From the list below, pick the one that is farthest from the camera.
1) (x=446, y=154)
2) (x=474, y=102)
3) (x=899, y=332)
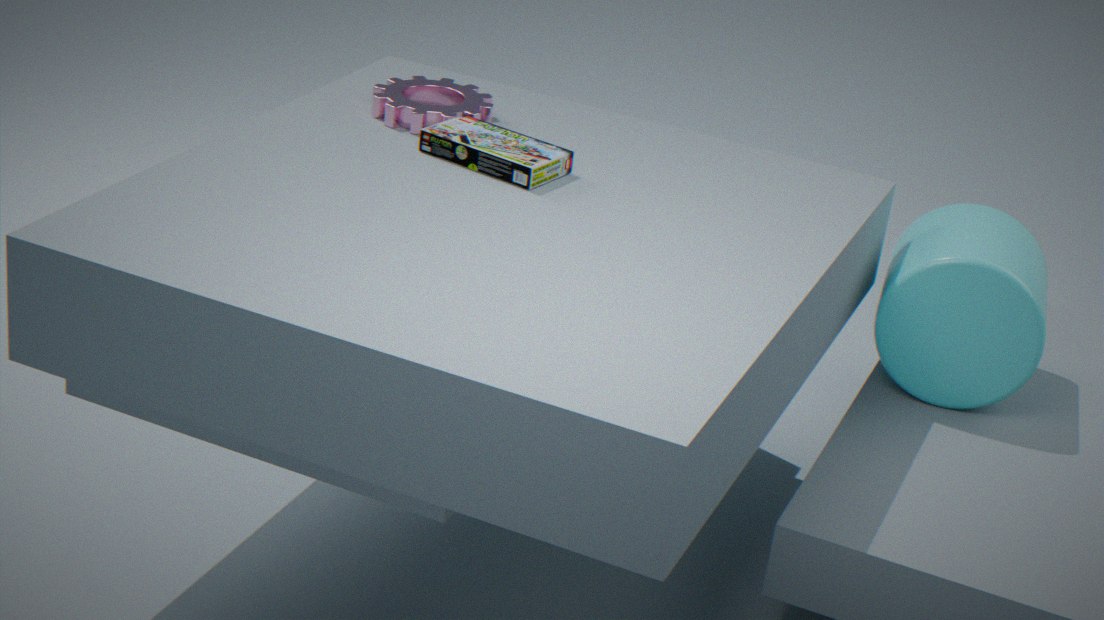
2. (x=474, y=102)
